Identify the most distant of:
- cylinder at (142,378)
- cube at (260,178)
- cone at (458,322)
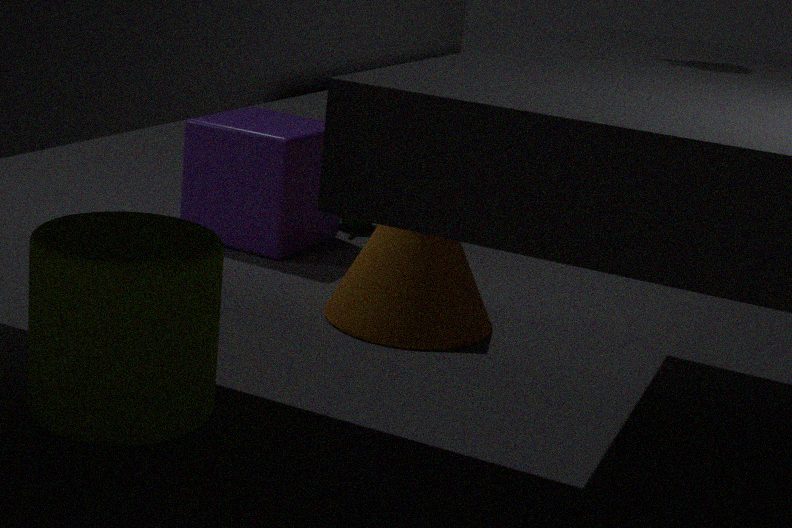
cube at (260,178)
